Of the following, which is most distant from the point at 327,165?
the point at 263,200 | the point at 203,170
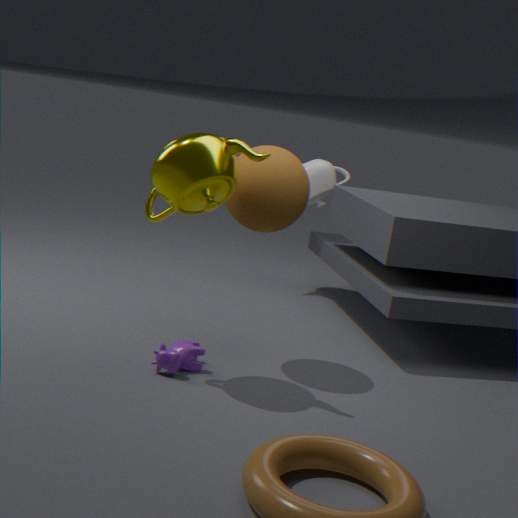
the point at 203,170
